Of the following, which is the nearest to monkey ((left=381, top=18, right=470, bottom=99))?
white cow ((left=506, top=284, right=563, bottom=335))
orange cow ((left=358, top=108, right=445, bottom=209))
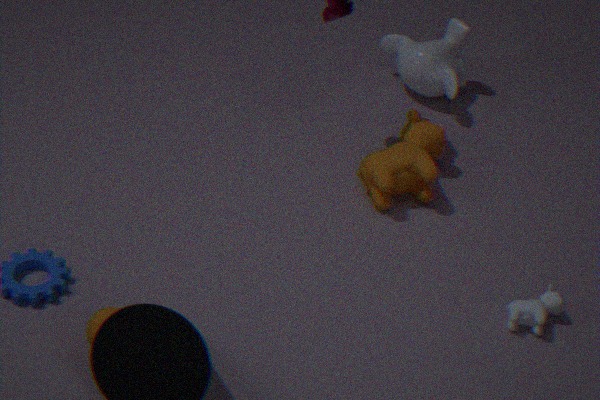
orange cow ((left=358, top=108, right=445, bottom=209))
